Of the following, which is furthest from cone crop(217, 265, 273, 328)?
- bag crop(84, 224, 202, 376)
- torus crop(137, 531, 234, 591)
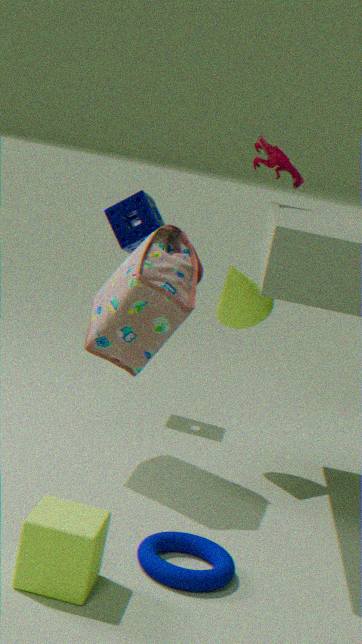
torus crop(137, 531, 234, 591)
